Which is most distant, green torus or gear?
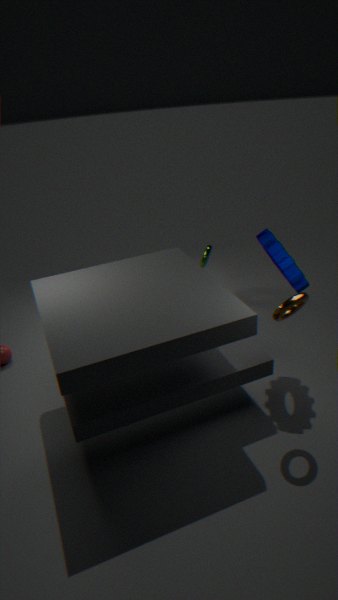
green torus
